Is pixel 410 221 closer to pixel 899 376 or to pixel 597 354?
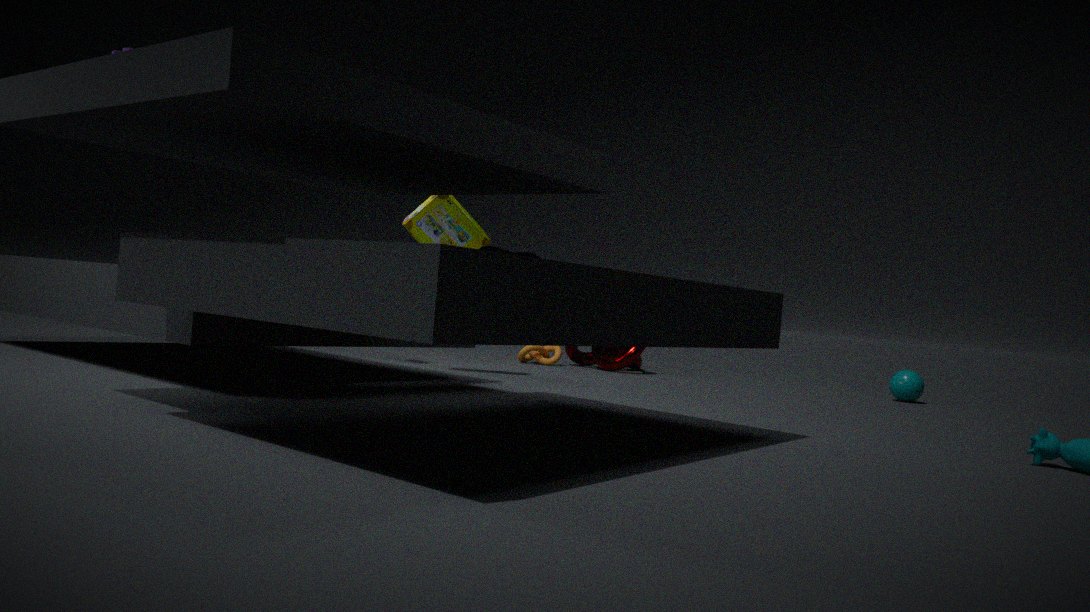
pixel 597 354
